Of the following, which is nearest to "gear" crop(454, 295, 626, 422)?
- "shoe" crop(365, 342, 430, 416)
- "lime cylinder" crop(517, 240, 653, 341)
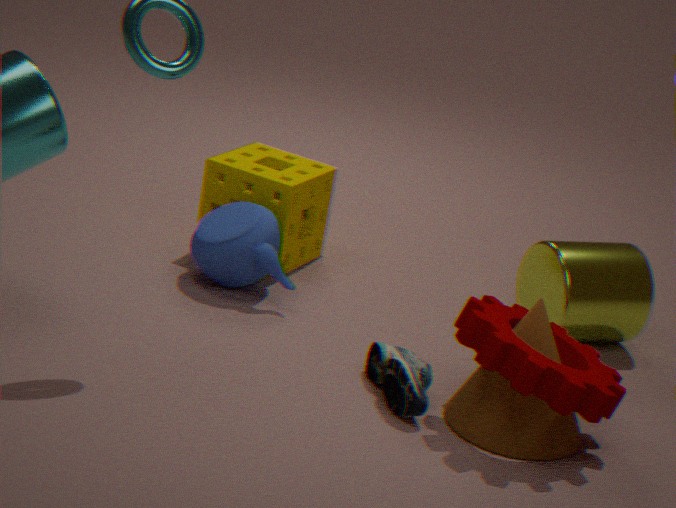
"shoe" crop(365, 342, 430, 416)
